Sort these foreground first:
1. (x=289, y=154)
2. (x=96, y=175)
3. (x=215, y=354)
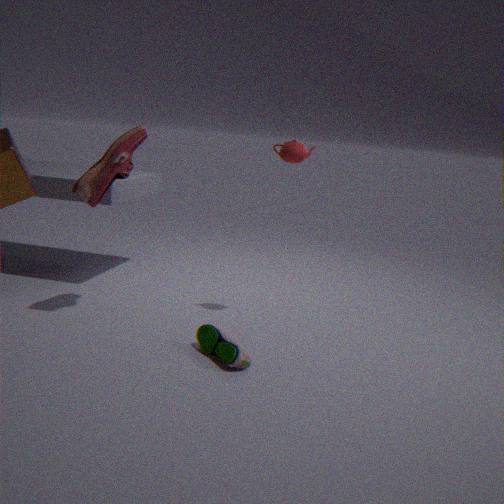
(x=215, y=354)
(x=96, y=175)
(x=289, y=154)
